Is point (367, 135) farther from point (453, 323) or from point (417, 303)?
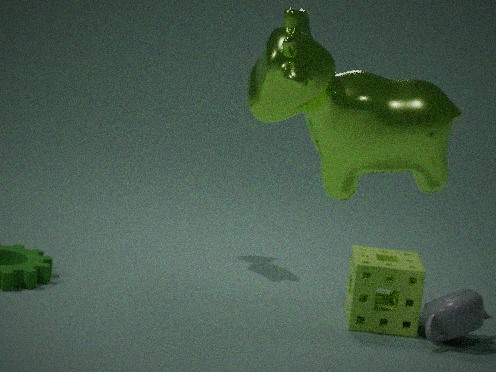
point (453, 323)
